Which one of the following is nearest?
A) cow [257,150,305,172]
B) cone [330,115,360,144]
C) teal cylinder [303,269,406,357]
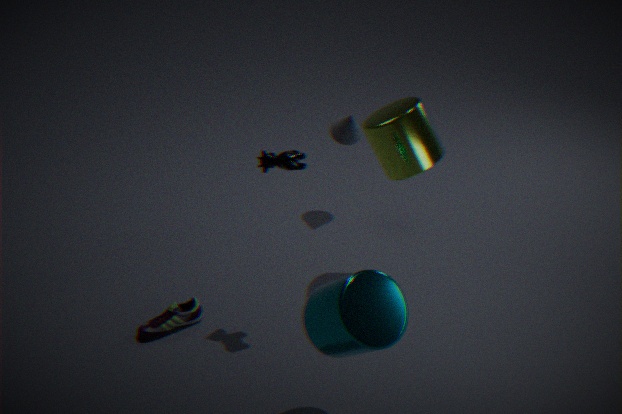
teal cylinder [303,269,406,357]
